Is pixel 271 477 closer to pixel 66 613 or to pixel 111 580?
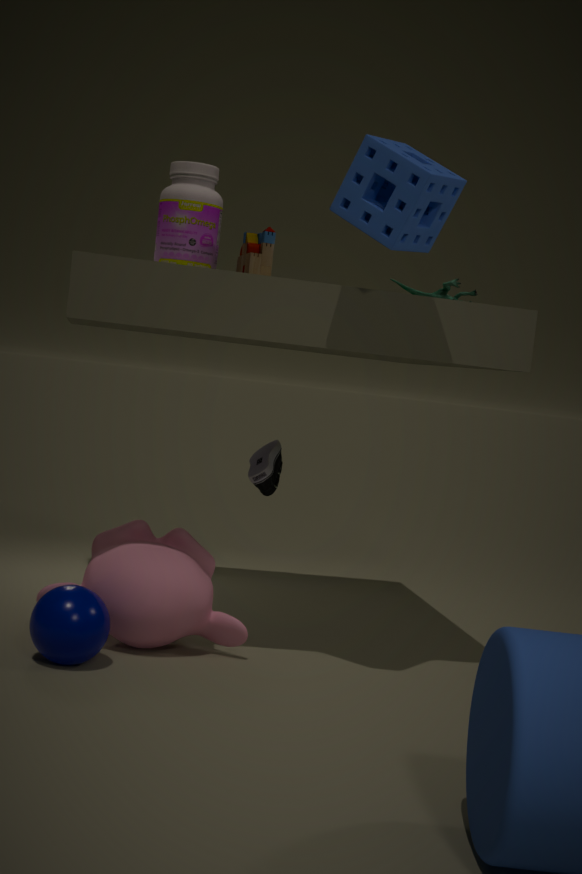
pixel 111 580
